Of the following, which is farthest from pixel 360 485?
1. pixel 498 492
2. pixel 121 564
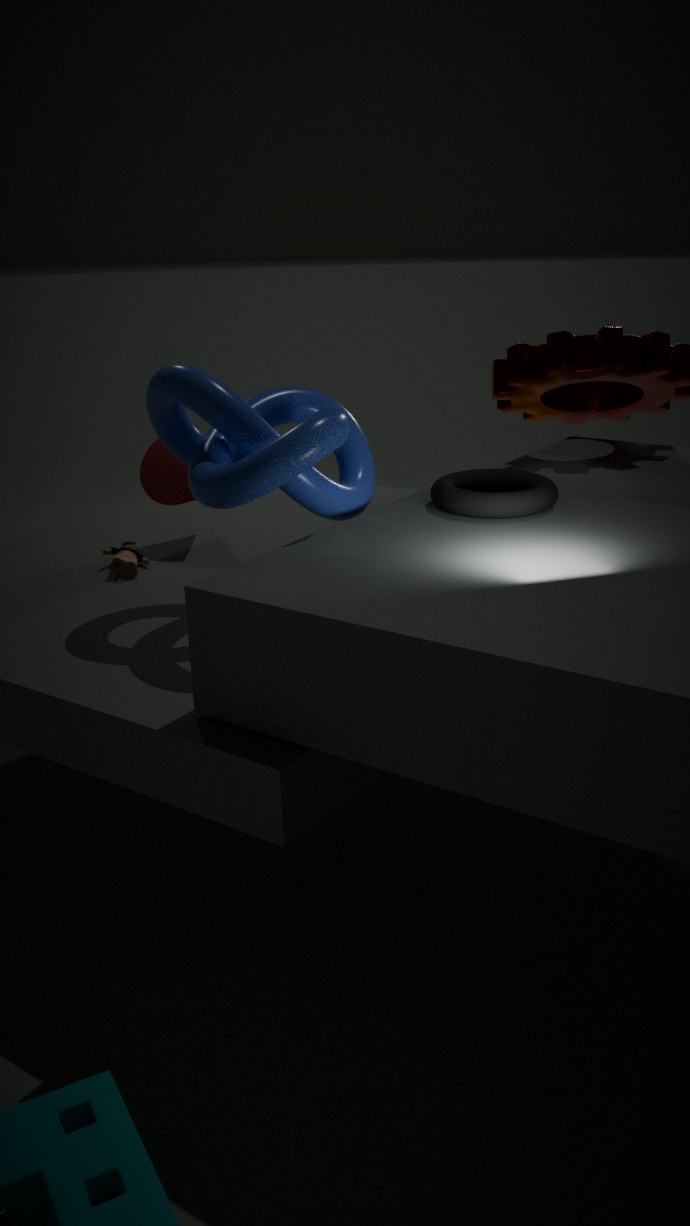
pixel 121 564
